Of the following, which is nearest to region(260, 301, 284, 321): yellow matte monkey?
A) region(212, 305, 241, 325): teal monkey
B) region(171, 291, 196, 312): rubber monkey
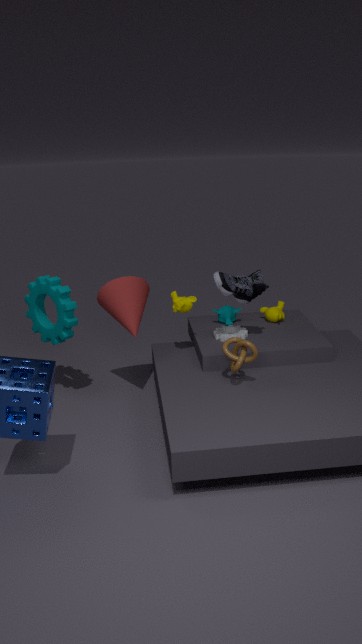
region(212, 305, 241, 325): teal monkey
